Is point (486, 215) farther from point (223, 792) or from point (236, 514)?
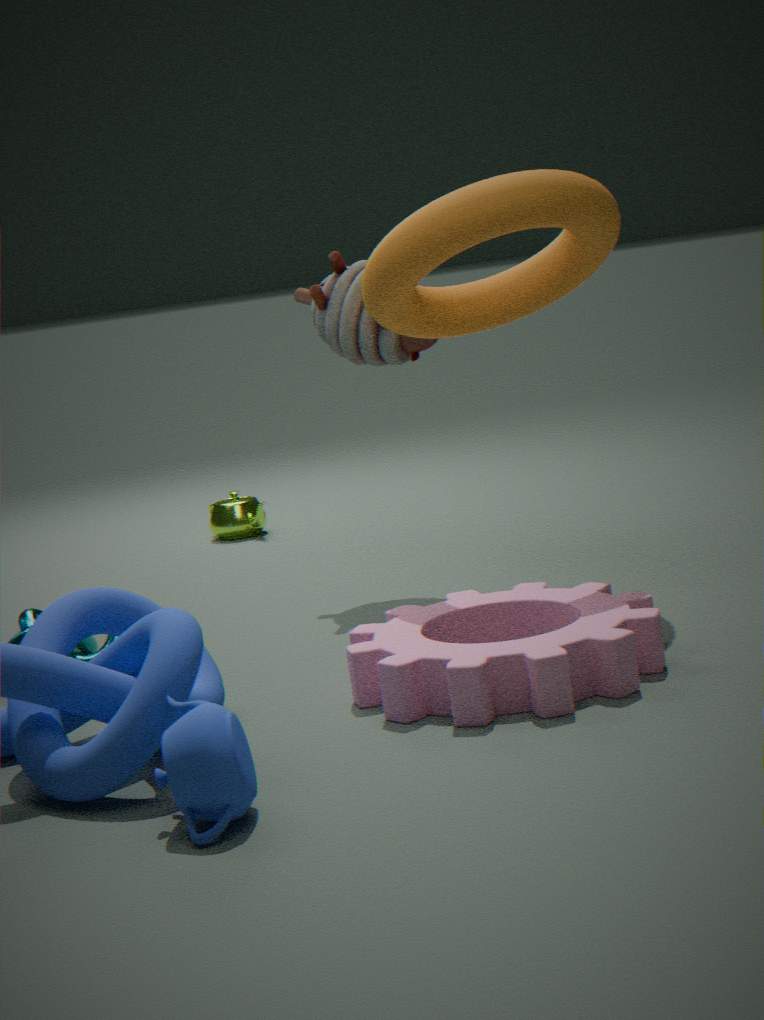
point (236, 514)
